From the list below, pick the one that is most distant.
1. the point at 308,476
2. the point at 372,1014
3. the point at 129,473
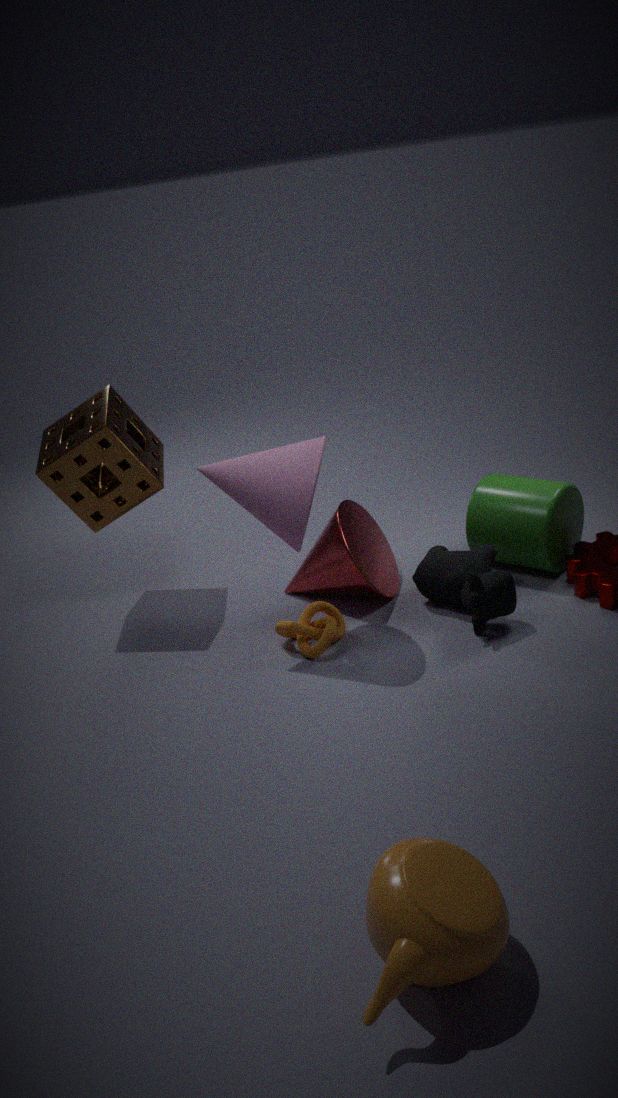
the point at 129,473
